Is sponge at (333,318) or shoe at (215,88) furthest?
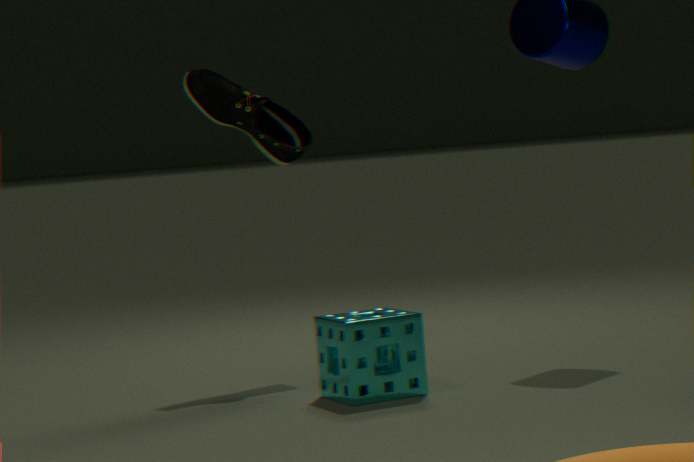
shoe at (215,88)
